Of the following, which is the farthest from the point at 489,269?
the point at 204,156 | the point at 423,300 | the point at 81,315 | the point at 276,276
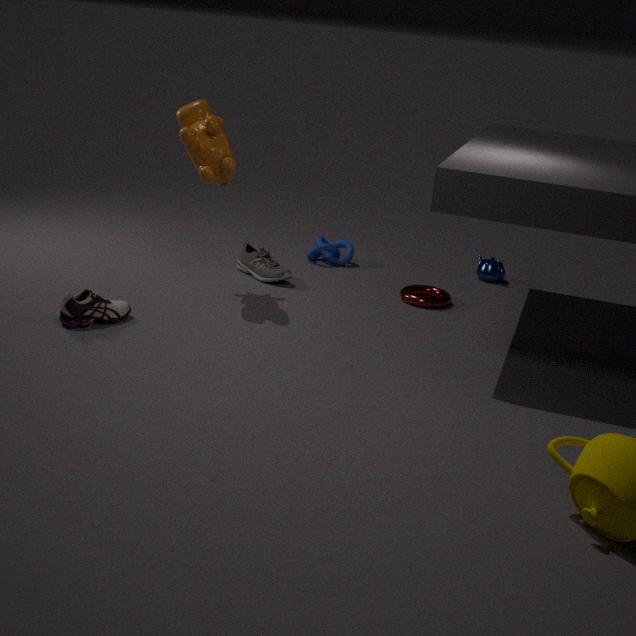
the point at 81,315
